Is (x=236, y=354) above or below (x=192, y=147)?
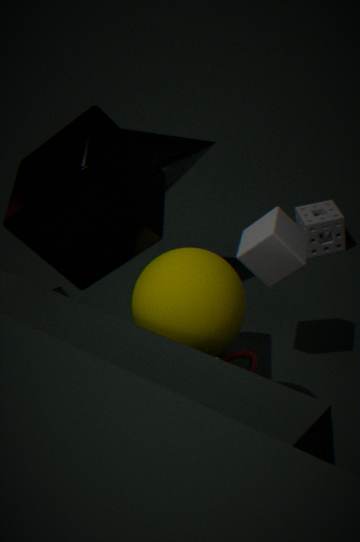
below
